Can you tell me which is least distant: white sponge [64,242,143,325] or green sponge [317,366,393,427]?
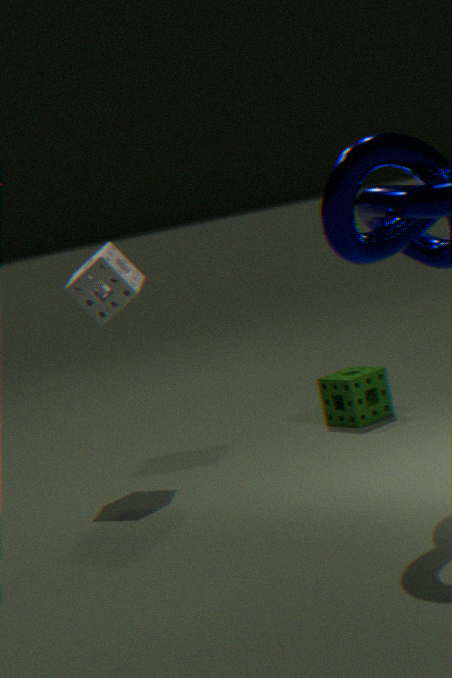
white sponge [64,242,143,325]
